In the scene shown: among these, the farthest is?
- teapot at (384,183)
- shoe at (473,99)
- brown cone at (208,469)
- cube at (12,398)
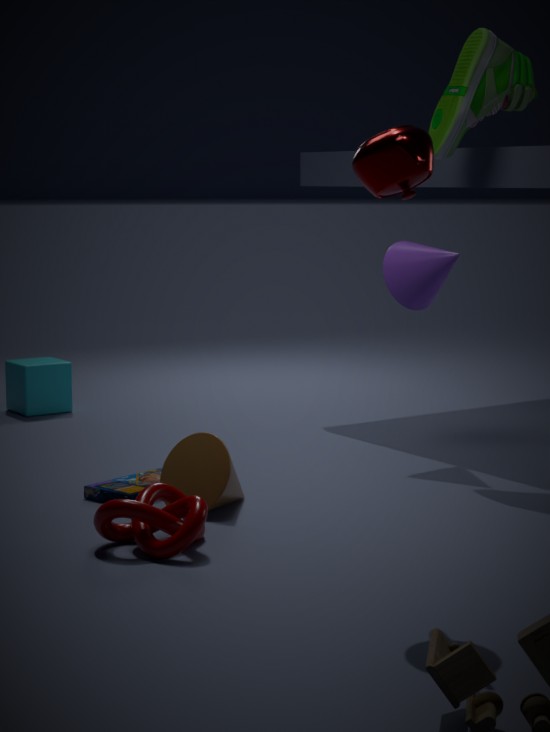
cube at (12,398)
